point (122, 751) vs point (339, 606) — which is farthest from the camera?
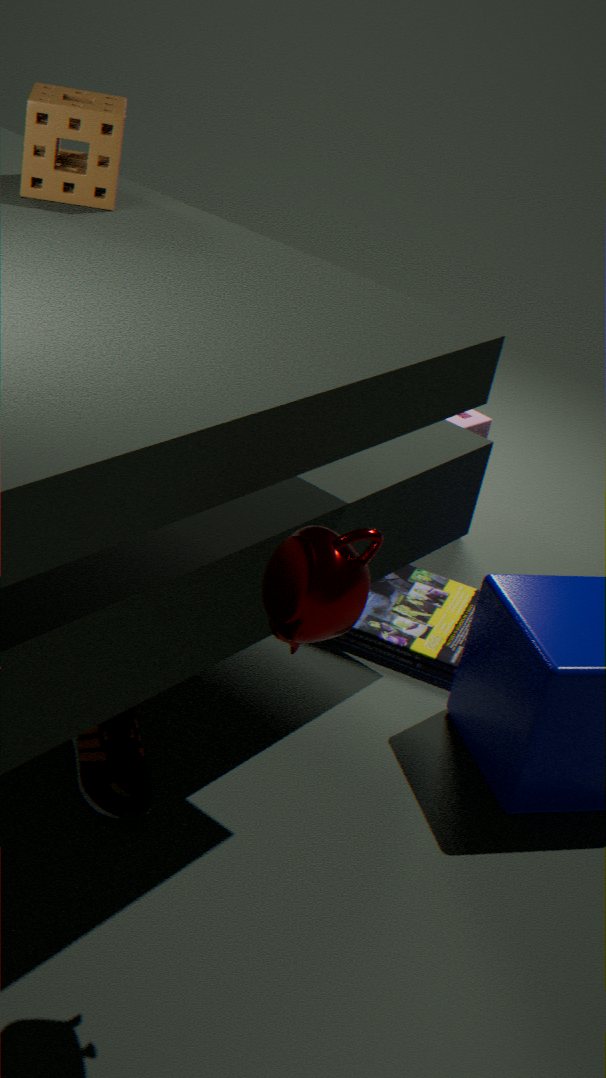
point (122, 751)
